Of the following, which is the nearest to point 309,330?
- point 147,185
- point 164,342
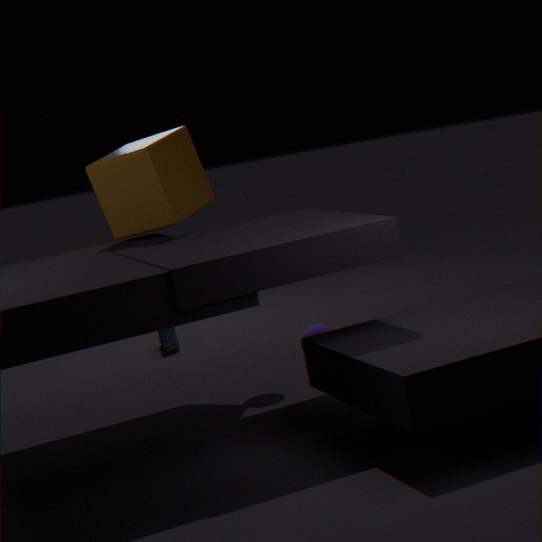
point 147,185
